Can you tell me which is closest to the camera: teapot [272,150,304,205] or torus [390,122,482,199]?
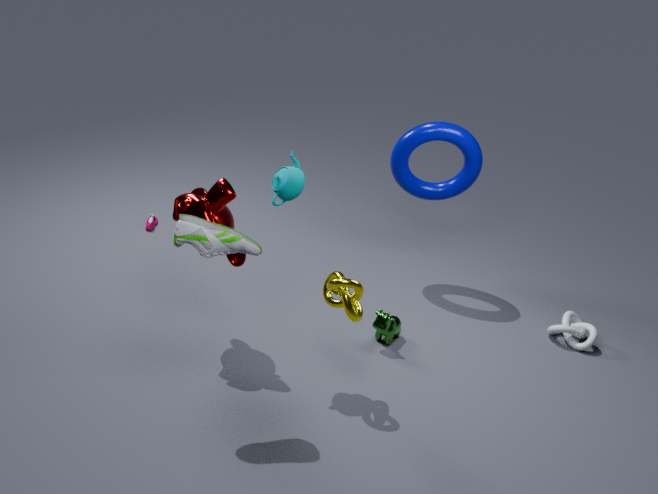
teapot [272,150,304,205]
